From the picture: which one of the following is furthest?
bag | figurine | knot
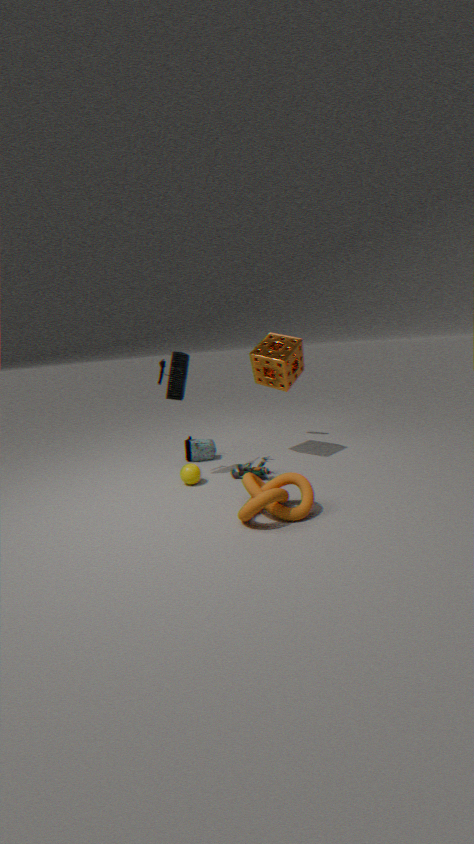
bag
